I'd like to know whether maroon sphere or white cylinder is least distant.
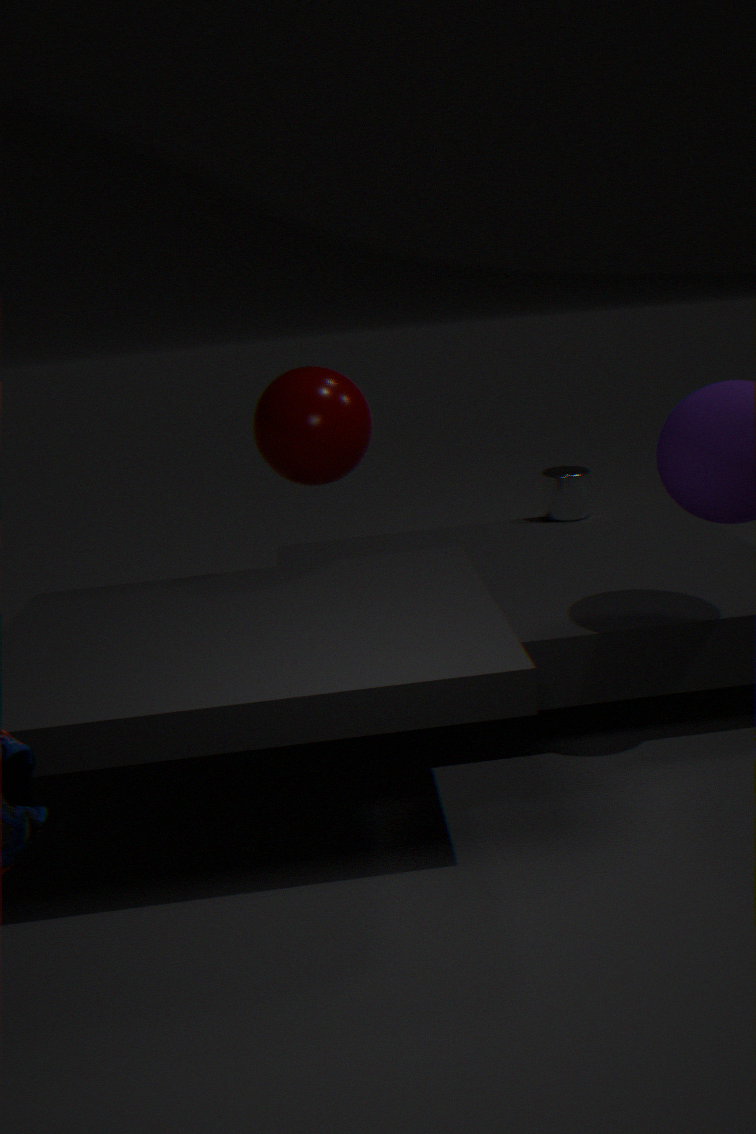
maroon sphere
